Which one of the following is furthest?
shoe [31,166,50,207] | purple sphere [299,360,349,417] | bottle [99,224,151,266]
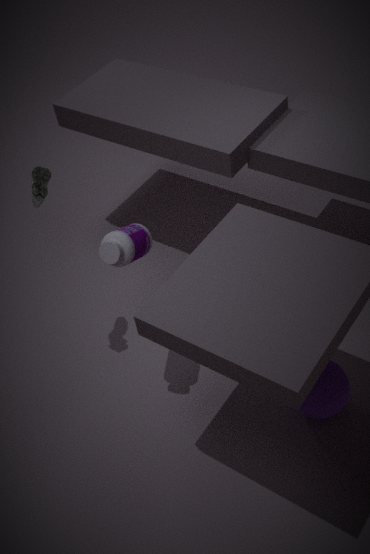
shoe [31,166,50,207]
